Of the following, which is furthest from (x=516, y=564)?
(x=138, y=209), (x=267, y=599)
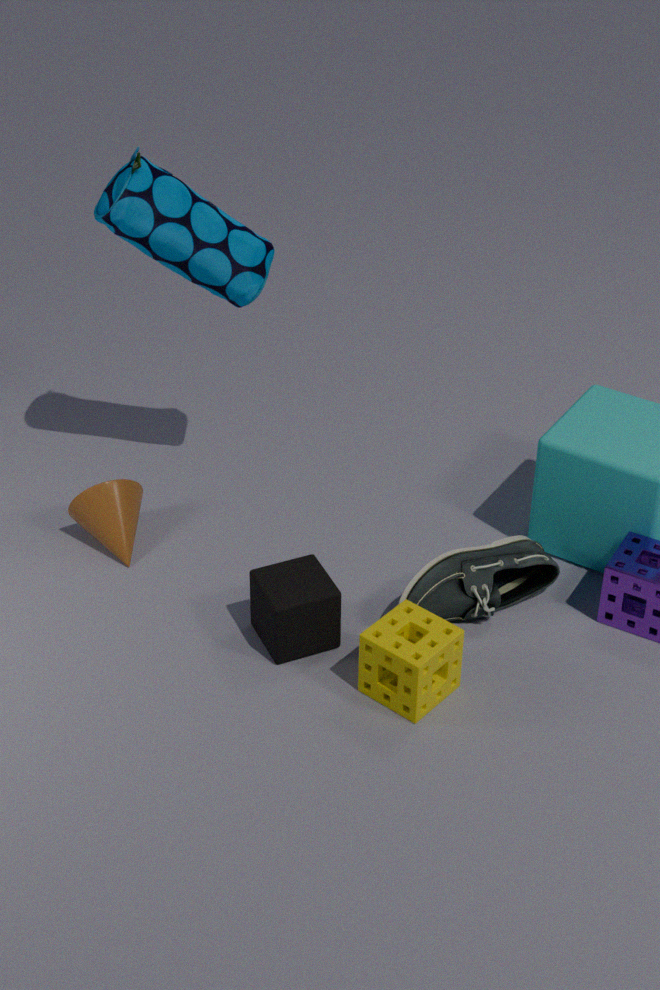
(x=138, y=209)
